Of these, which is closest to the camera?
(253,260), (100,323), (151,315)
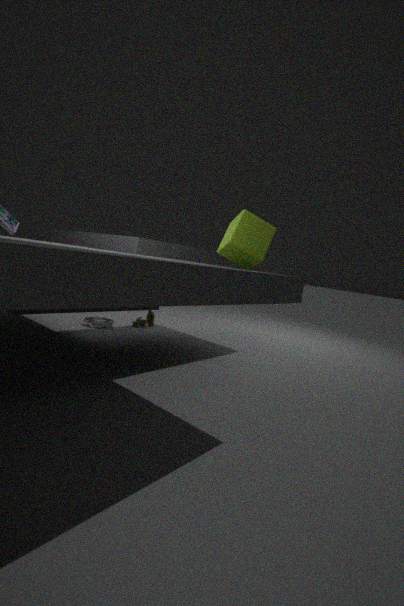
(253,260)
